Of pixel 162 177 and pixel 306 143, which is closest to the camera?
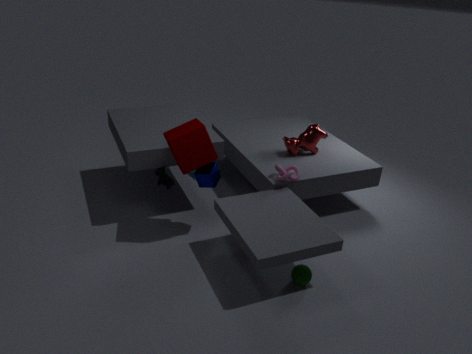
pixel 162 177
